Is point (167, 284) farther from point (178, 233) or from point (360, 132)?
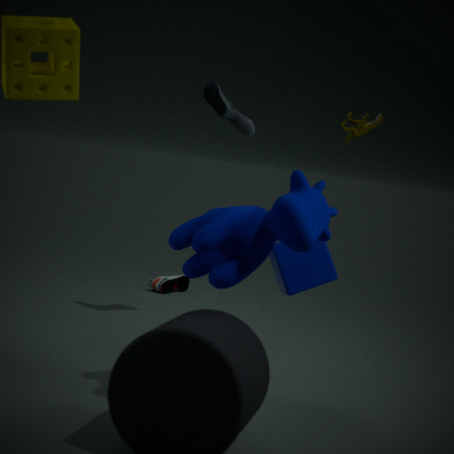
point (178, 233)
